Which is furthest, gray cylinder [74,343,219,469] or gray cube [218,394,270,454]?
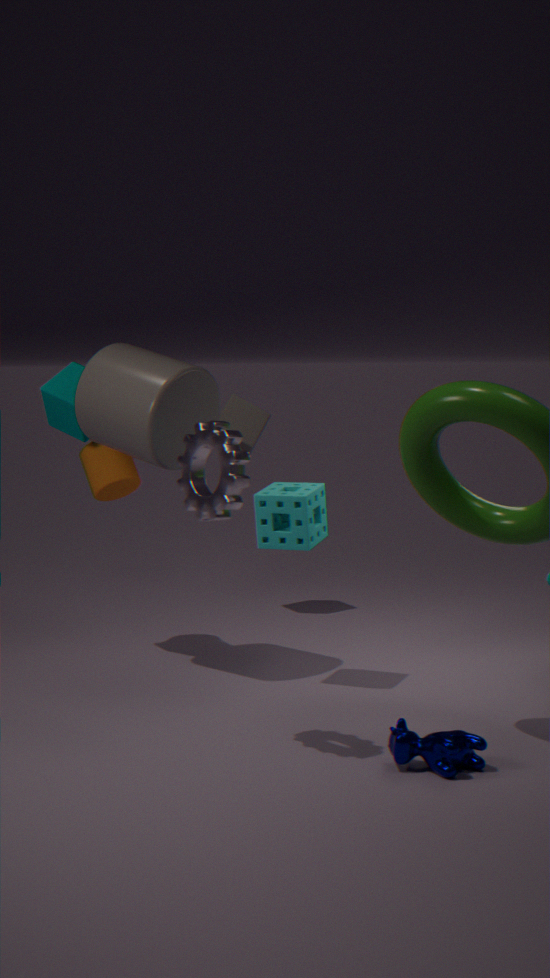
gray cube [218,394,270,454]
